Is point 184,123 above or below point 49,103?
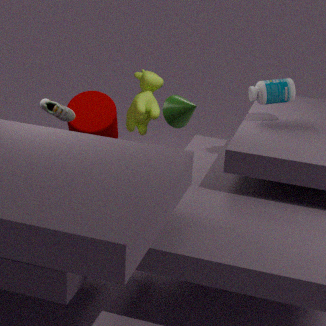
above
